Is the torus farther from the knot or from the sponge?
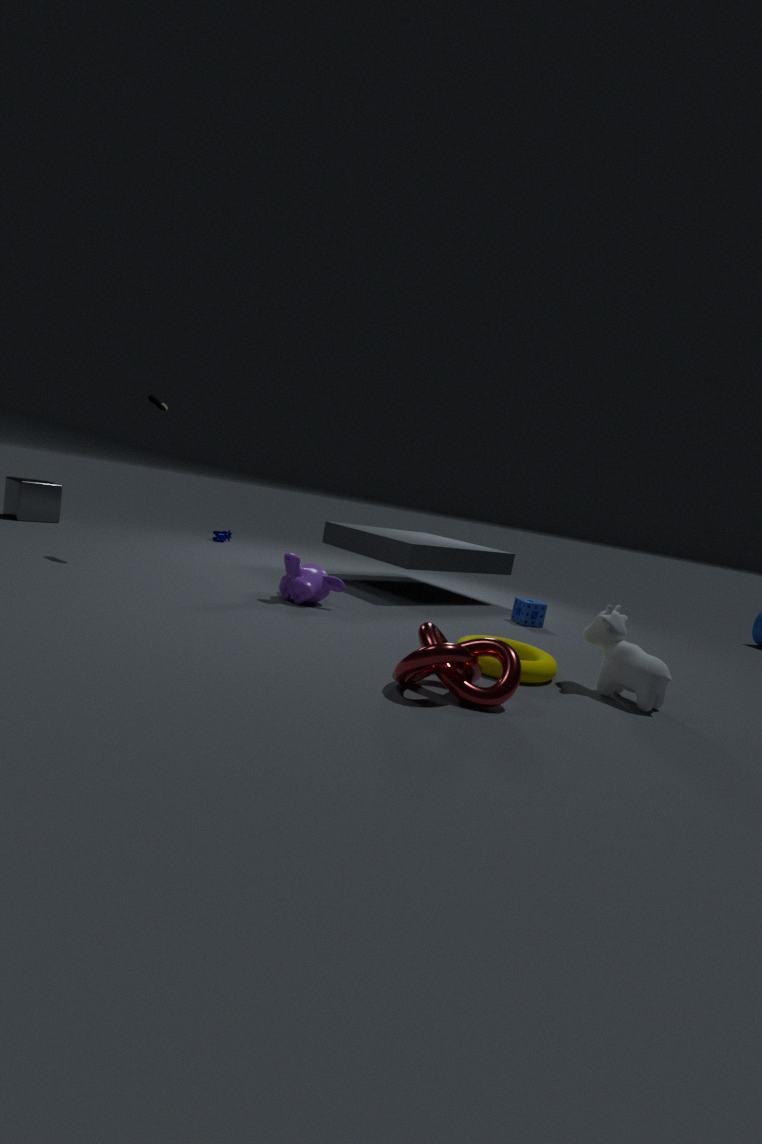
the sponge
